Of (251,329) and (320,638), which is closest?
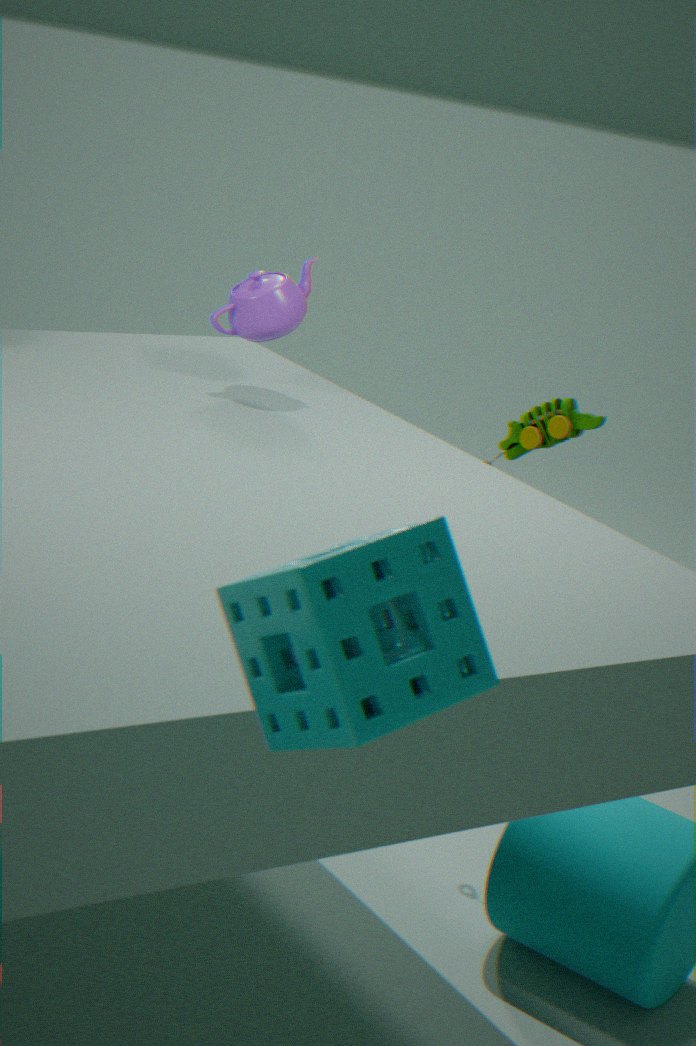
(320,638)
